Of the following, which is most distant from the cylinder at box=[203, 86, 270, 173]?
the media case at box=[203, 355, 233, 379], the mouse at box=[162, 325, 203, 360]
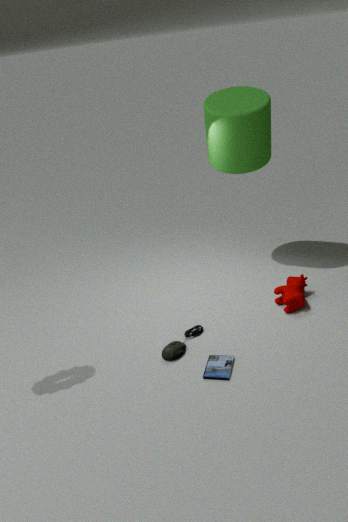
the media case at box=[203, 355, 233, 379]
